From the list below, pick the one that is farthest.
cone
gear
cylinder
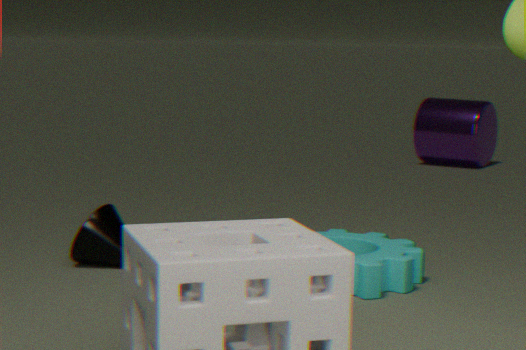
cylinder
